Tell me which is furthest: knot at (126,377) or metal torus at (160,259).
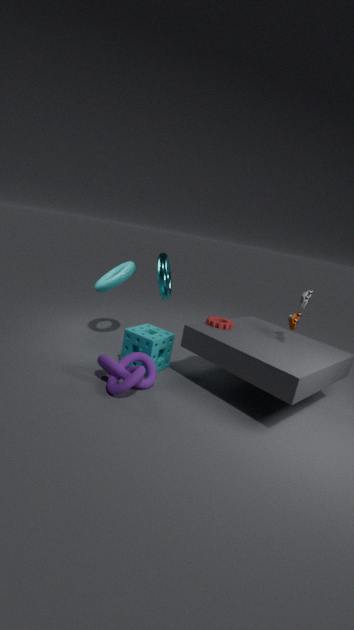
metal torus at (160,259)
